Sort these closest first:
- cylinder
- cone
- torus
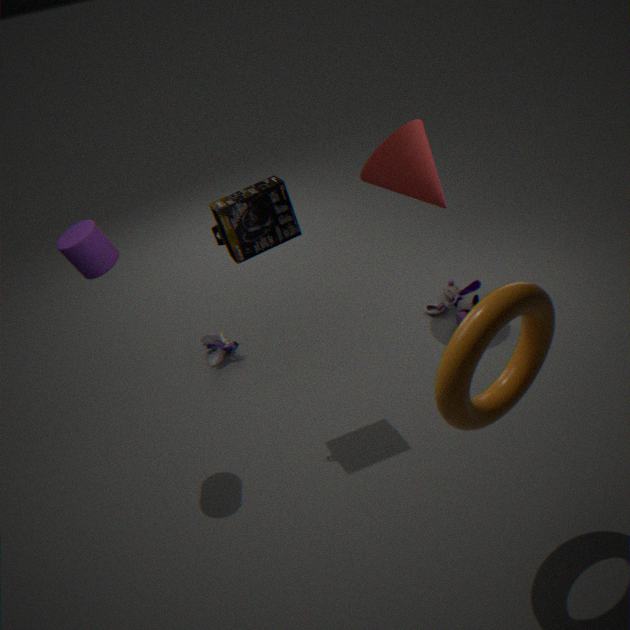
torus → cylinder → cone
